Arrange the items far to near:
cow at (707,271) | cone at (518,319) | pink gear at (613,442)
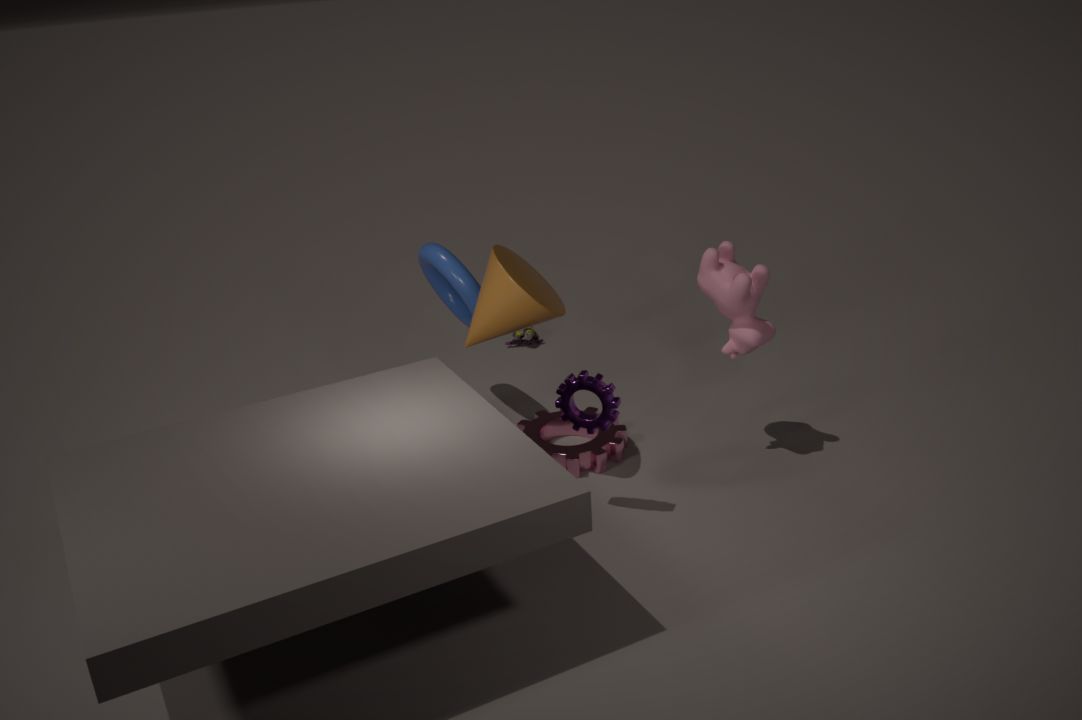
pink gear at (613,442)
cow at (707,271)
cone at (518,319)
